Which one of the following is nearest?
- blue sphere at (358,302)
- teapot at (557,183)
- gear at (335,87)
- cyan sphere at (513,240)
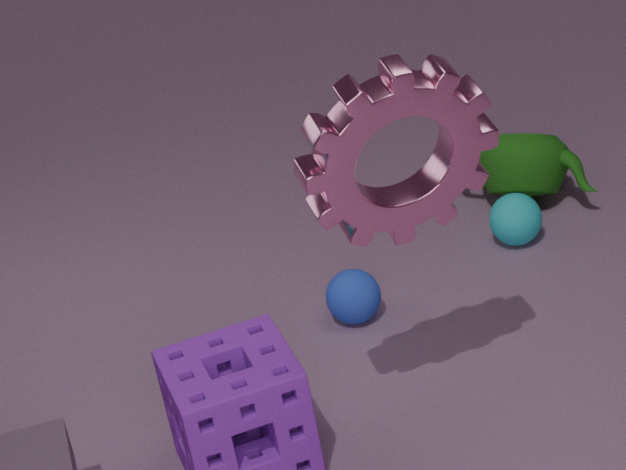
A: gear at (335,87)
